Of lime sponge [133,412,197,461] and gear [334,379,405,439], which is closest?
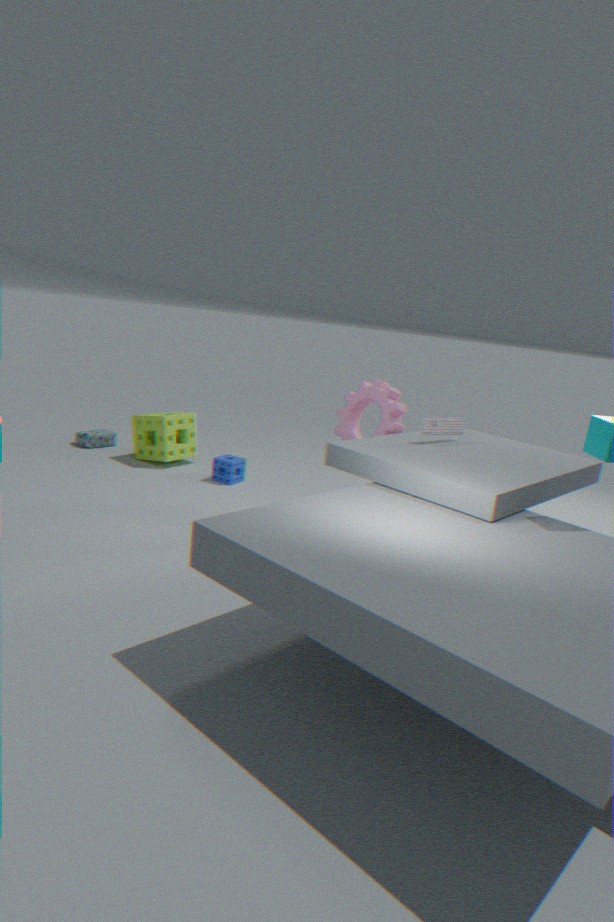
gear [334,379,405,439]
